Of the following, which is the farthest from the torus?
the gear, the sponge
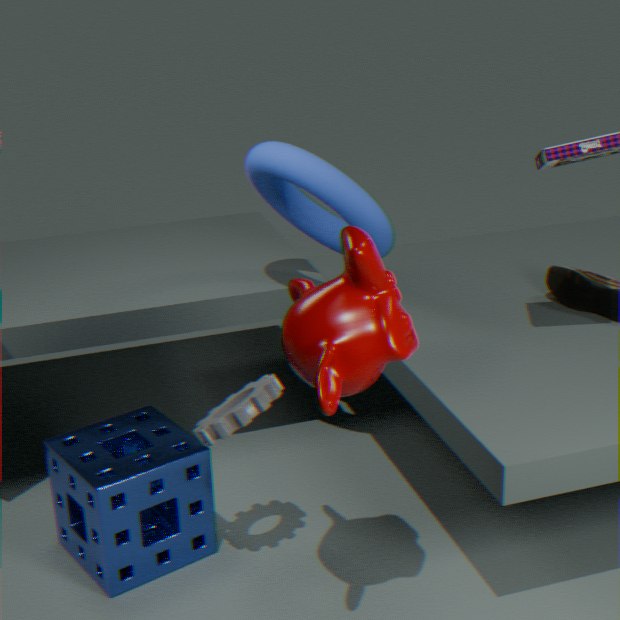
the sponge
